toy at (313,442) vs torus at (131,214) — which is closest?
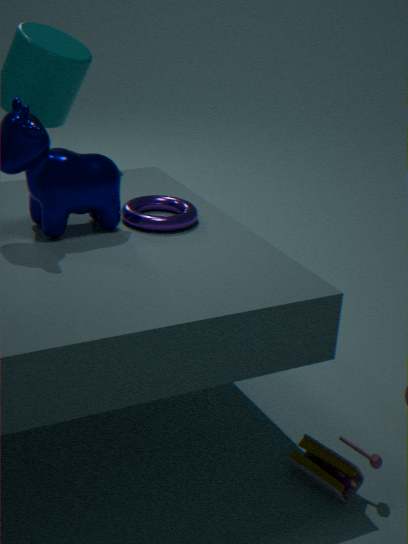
toy at (313,442)
